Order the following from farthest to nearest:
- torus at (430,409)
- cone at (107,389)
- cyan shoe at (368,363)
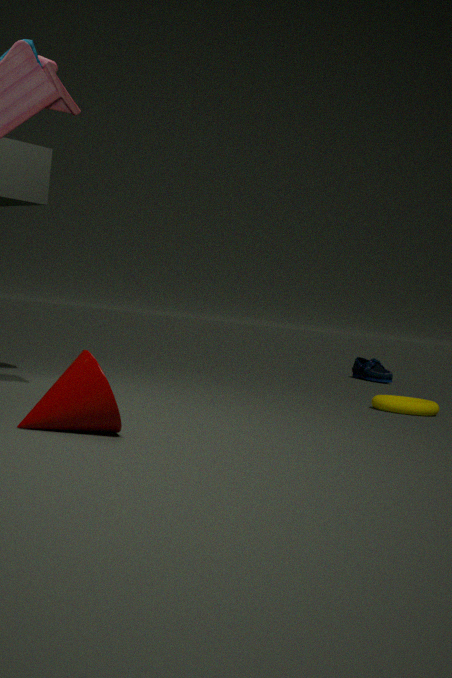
cyan shoe at (368,363)
torus at (430,409)
cone at (107,389)
